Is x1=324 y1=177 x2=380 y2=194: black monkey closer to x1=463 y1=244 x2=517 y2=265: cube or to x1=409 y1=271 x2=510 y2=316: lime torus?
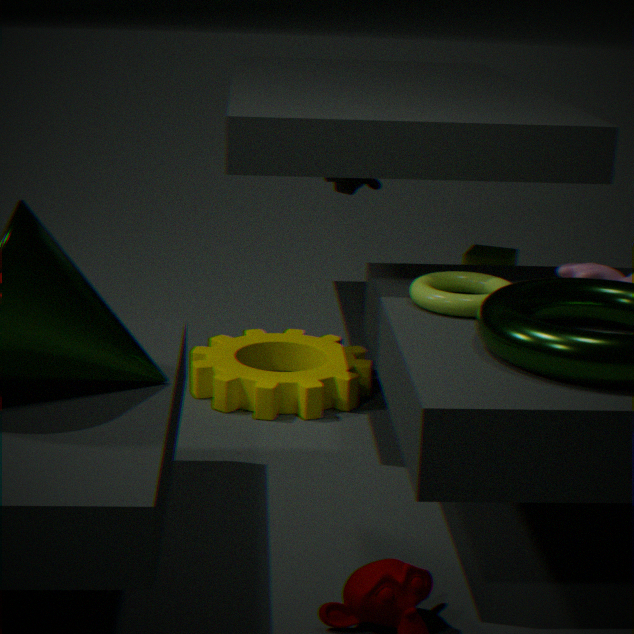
x1=463 y1=244 x2=517 y2=265: cube
